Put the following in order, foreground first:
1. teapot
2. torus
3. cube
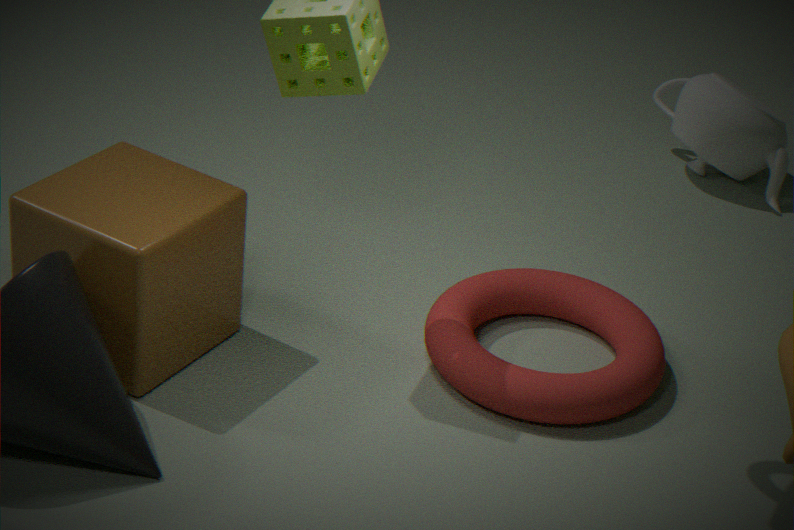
cube, torus, teapot
